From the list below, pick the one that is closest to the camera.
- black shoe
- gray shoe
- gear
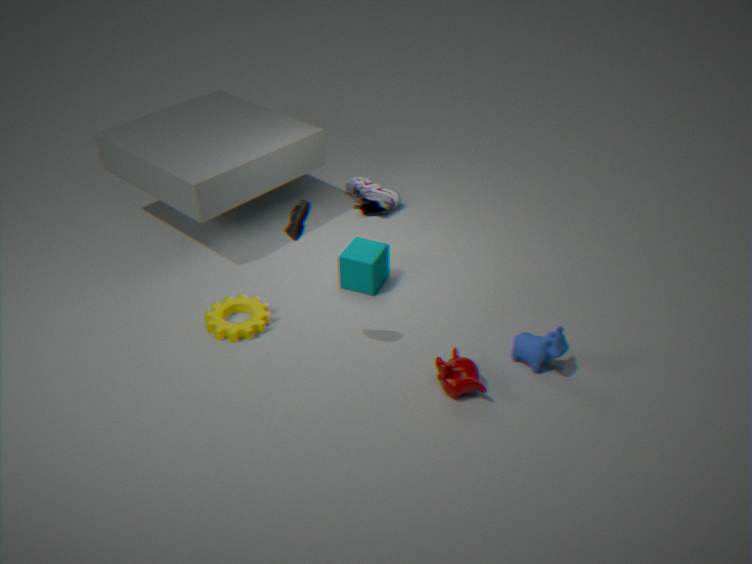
black shoe
